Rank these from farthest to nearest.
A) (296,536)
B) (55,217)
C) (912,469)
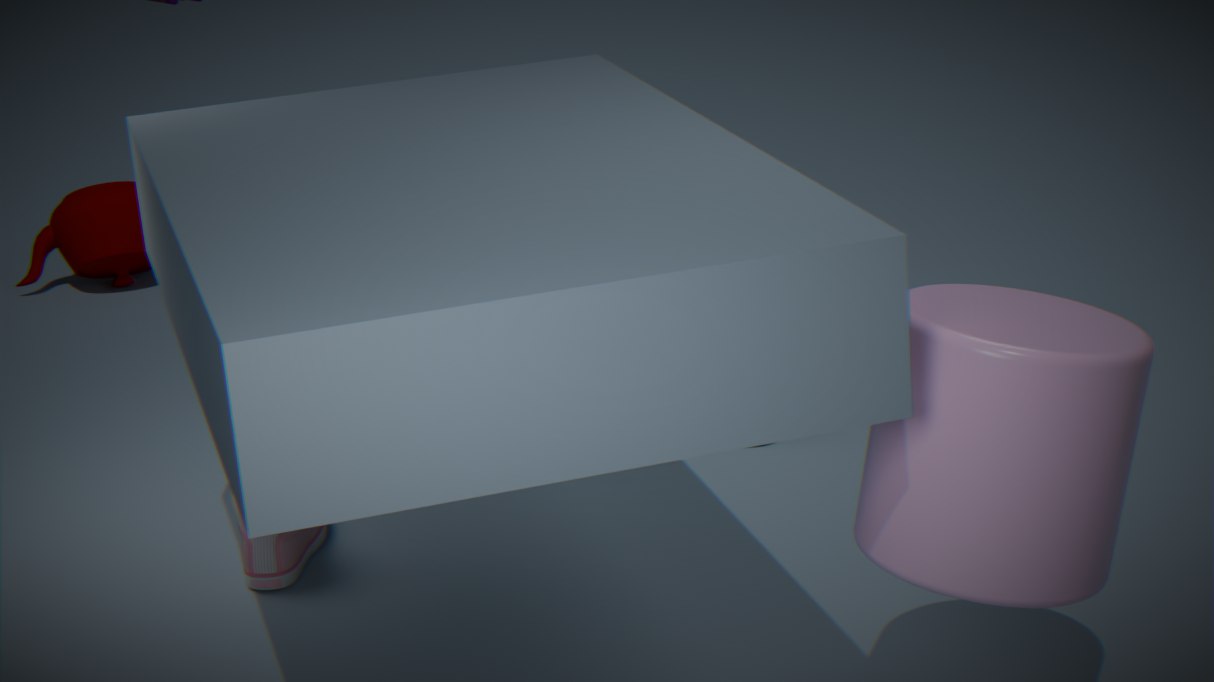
(55,217)
(296,536)
(912,469)
